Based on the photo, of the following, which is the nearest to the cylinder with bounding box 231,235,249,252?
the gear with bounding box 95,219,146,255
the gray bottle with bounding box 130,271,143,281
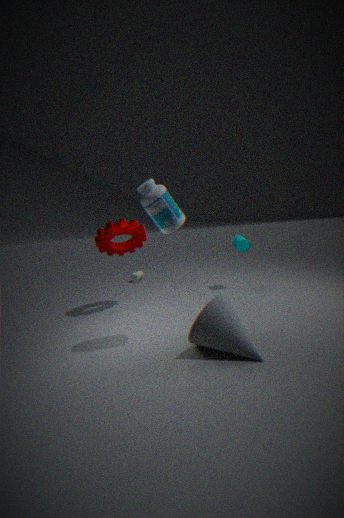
the gear with bounding box 95,219,146,255
